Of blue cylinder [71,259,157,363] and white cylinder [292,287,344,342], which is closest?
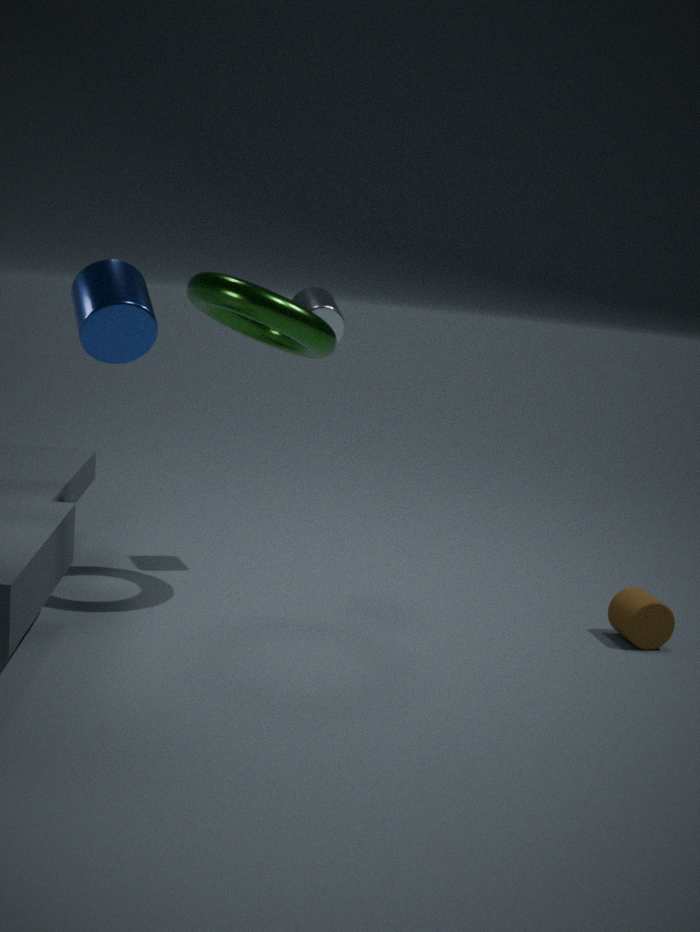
blue cylinder [71,259,157,363]
